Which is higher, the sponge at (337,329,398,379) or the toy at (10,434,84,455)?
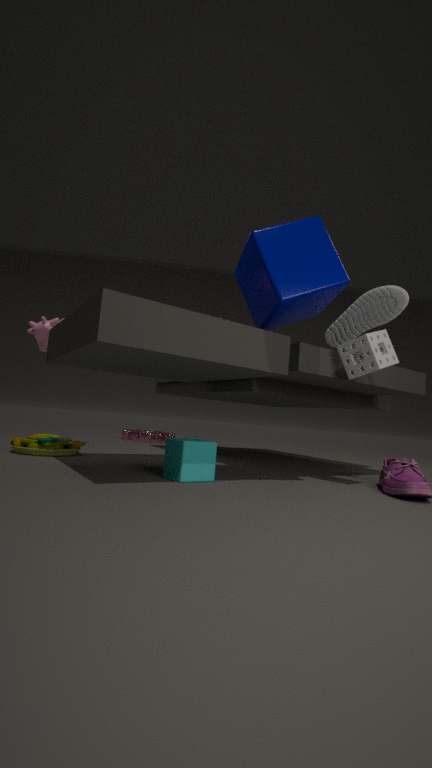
the sponge at (337,329,398,379)
